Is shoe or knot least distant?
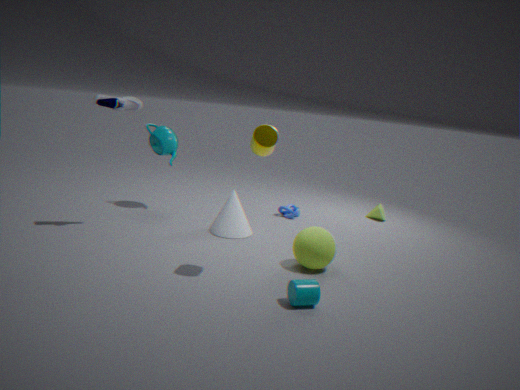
shoe
